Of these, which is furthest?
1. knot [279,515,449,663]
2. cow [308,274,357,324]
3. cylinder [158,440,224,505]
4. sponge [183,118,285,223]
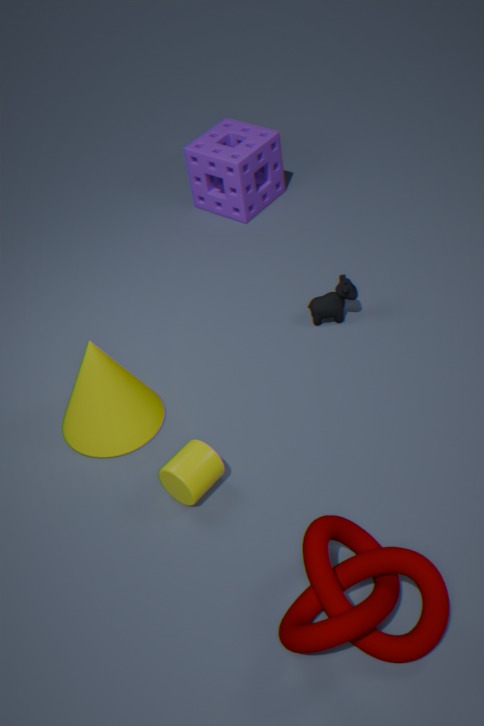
sponge [183,118,285,223]
